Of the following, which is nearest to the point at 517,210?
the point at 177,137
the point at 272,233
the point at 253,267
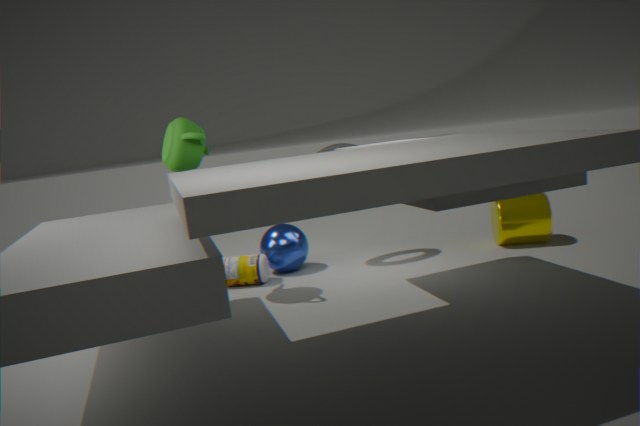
the point at 272,233
